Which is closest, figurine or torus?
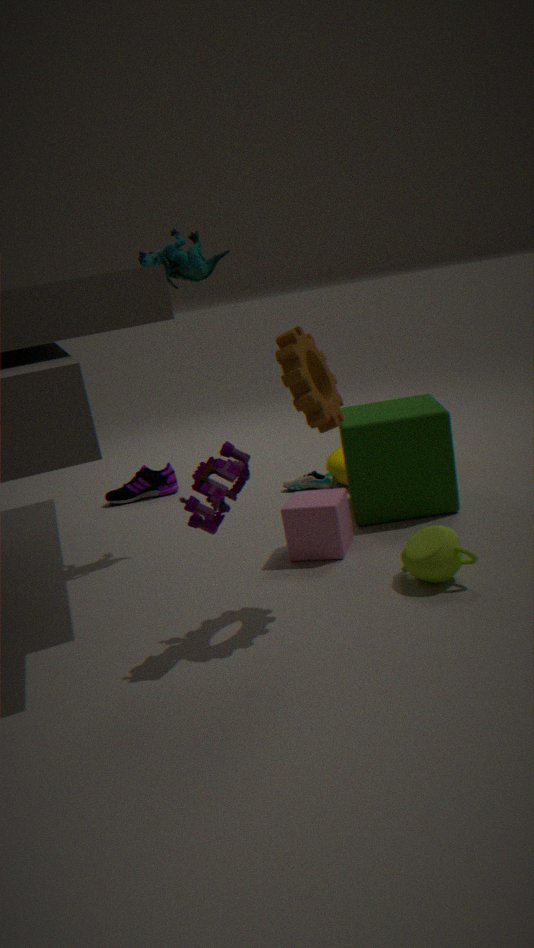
figurine
